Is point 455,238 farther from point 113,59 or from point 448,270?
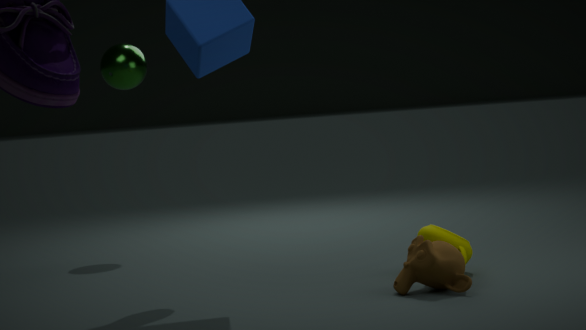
point 113,59
